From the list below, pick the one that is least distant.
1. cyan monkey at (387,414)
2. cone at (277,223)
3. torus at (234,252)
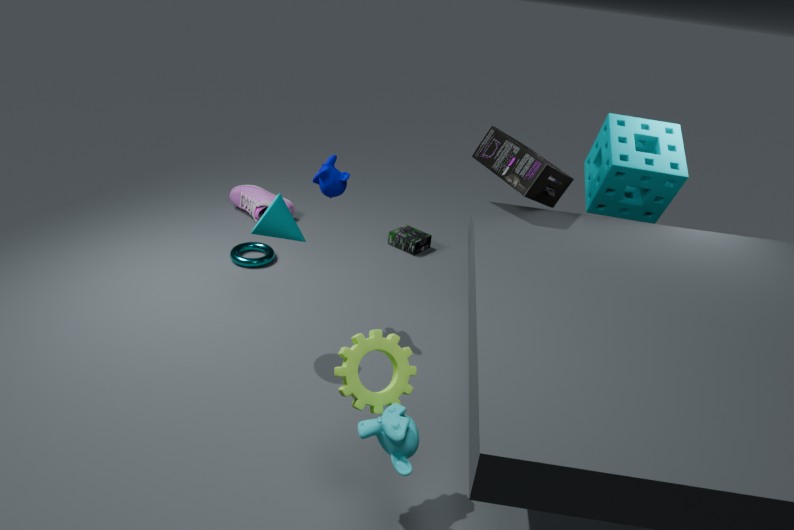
cyan monkey at (387,414)
